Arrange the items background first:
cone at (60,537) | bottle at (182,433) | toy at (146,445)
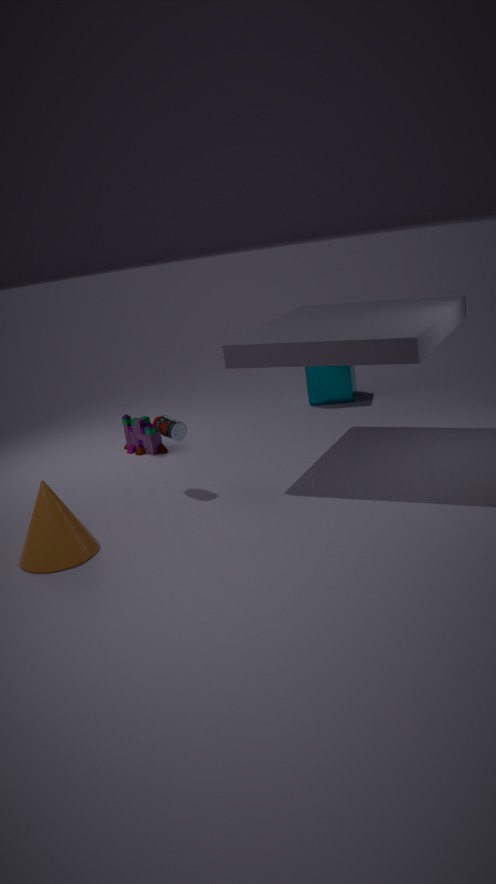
toy at (146,445) < bottle at (182,433) < cone at (60,537)
